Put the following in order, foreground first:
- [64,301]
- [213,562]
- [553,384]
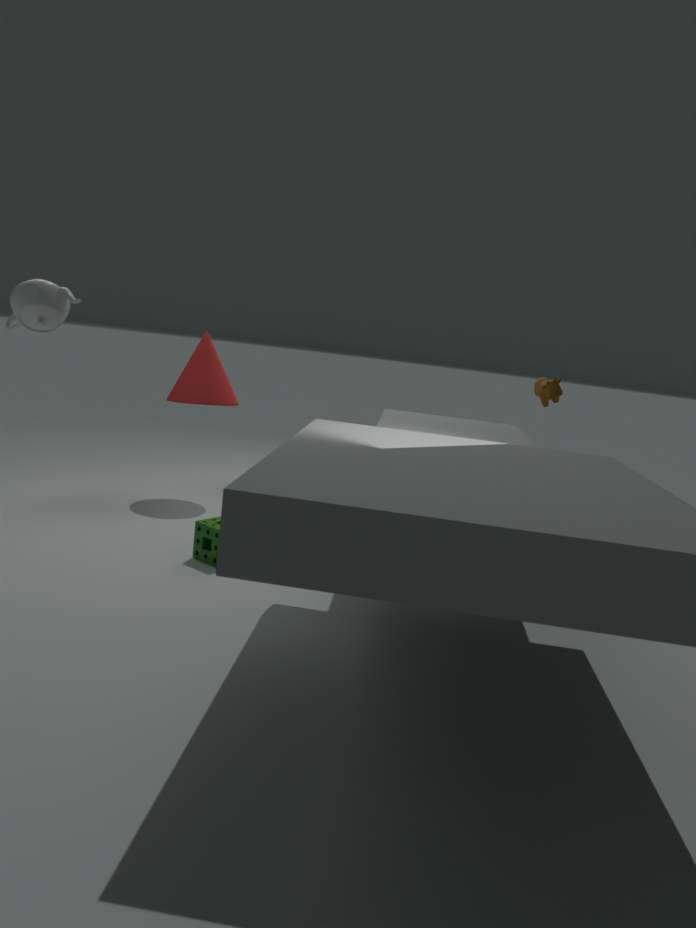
[64,301] < [213,562] < [553,384]
